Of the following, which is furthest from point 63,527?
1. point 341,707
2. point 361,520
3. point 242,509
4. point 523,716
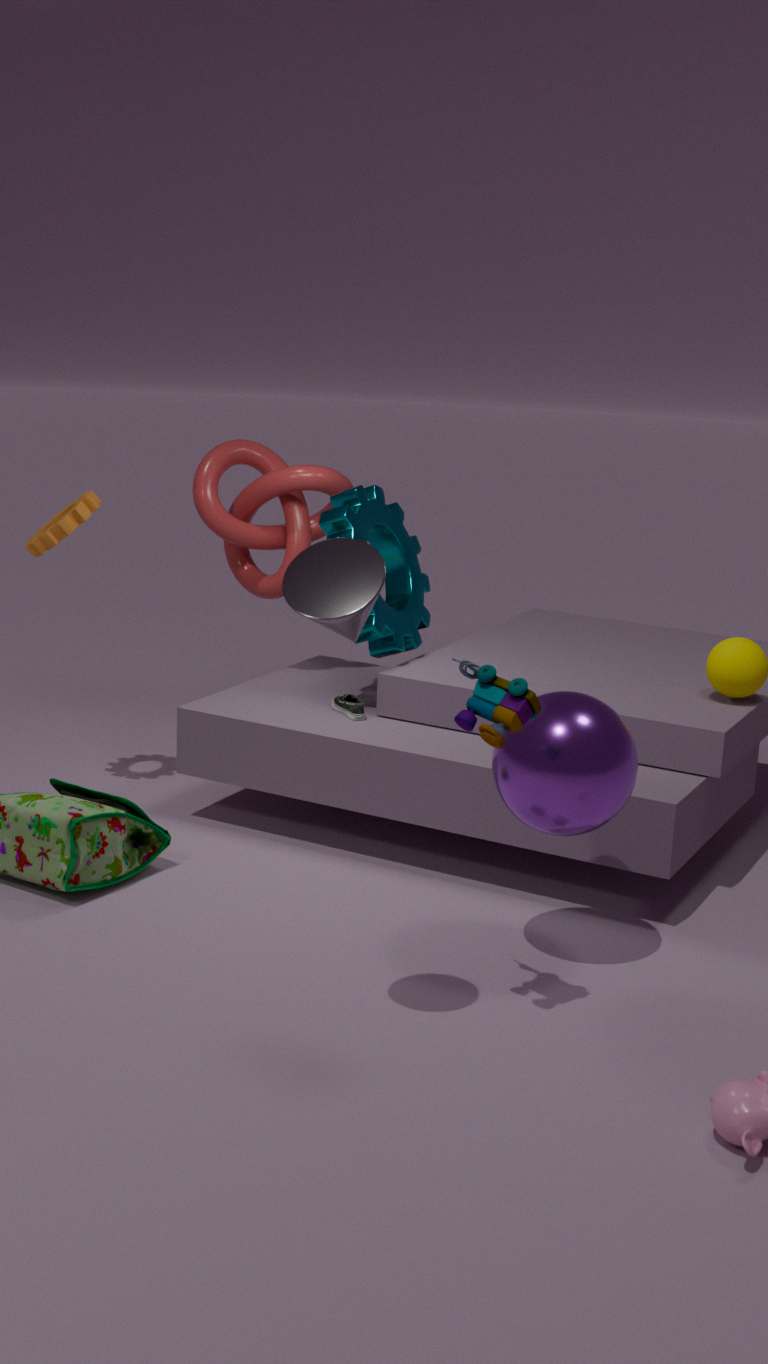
point 523,716
